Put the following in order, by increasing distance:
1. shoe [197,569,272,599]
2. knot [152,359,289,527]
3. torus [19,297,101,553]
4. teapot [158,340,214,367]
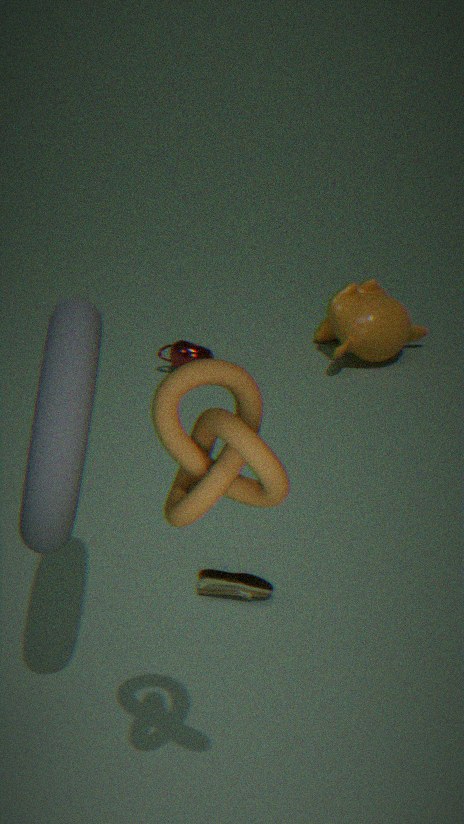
1. knot [152,359,289,527]
2. torus [19,297,101,553]
3. shoe [197,569,272,599]
4. teapot [158,340,214,367]
